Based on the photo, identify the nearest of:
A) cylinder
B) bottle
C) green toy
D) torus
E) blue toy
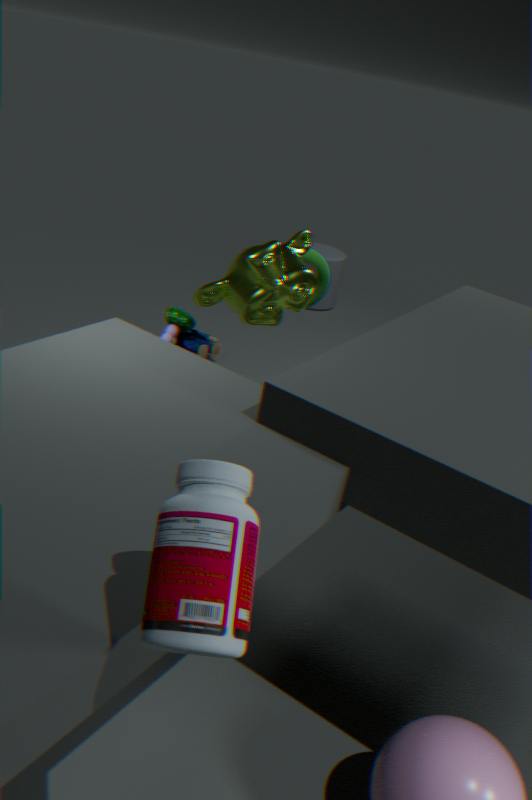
bottle
